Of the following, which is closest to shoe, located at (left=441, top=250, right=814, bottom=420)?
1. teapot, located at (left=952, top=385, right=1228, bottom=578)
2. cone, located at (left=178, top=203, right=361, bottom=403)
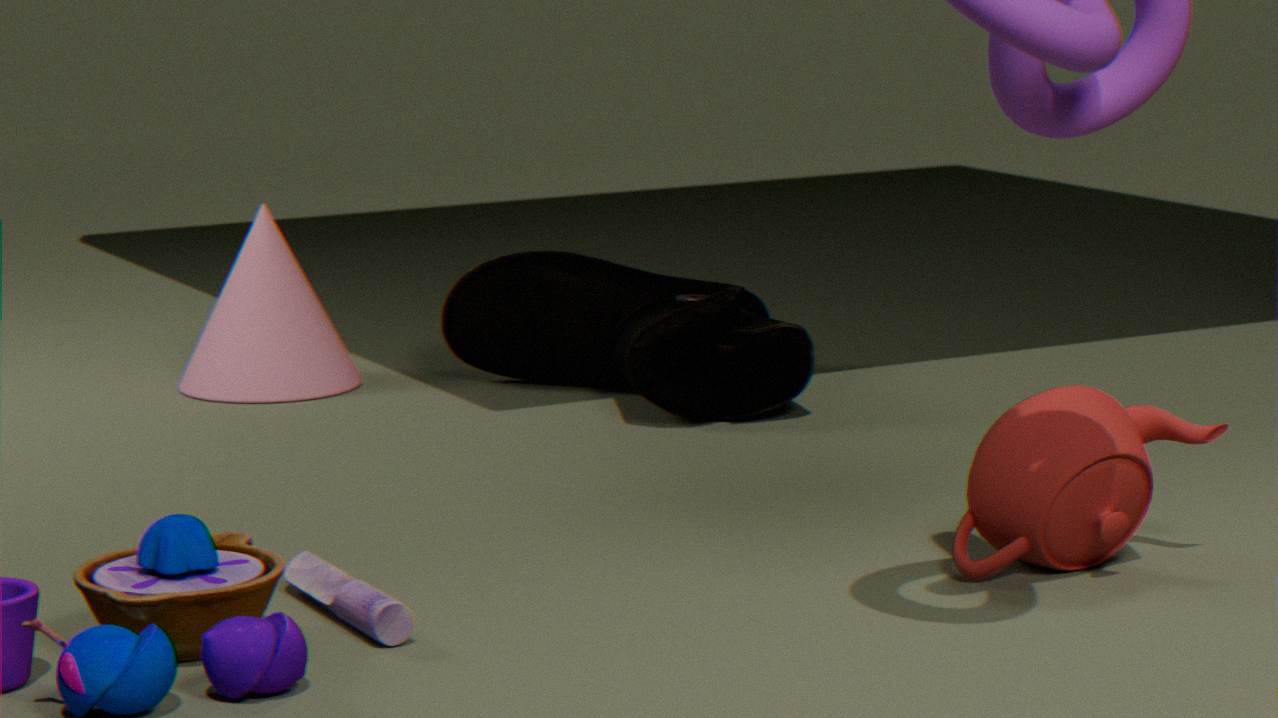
cone, located at (left=178, top=203, right=361, bottom=403)
